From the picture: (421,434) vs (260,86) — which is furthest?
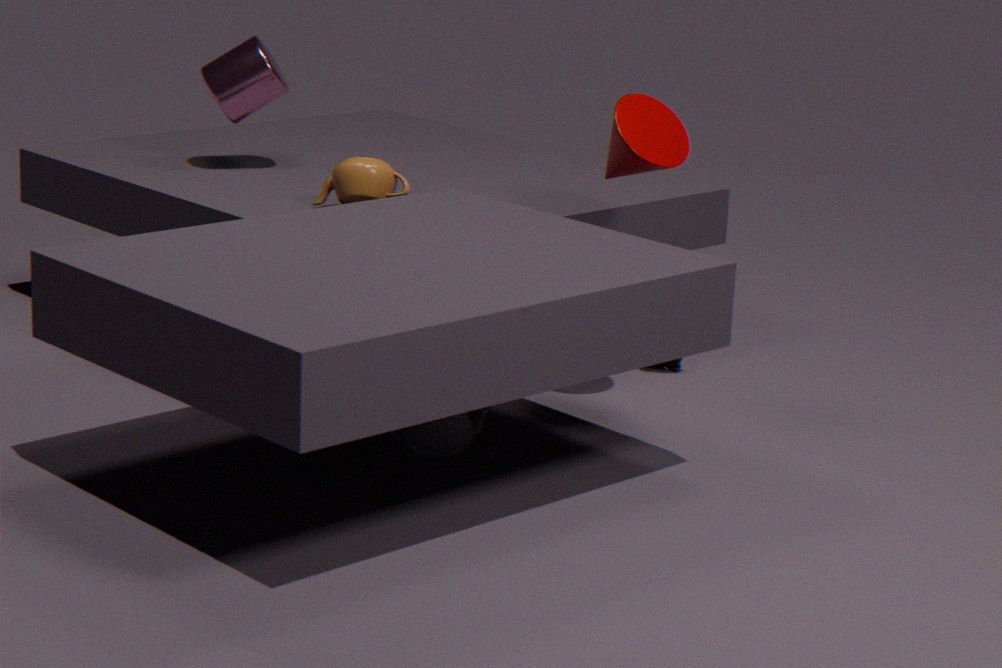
(260,86)
